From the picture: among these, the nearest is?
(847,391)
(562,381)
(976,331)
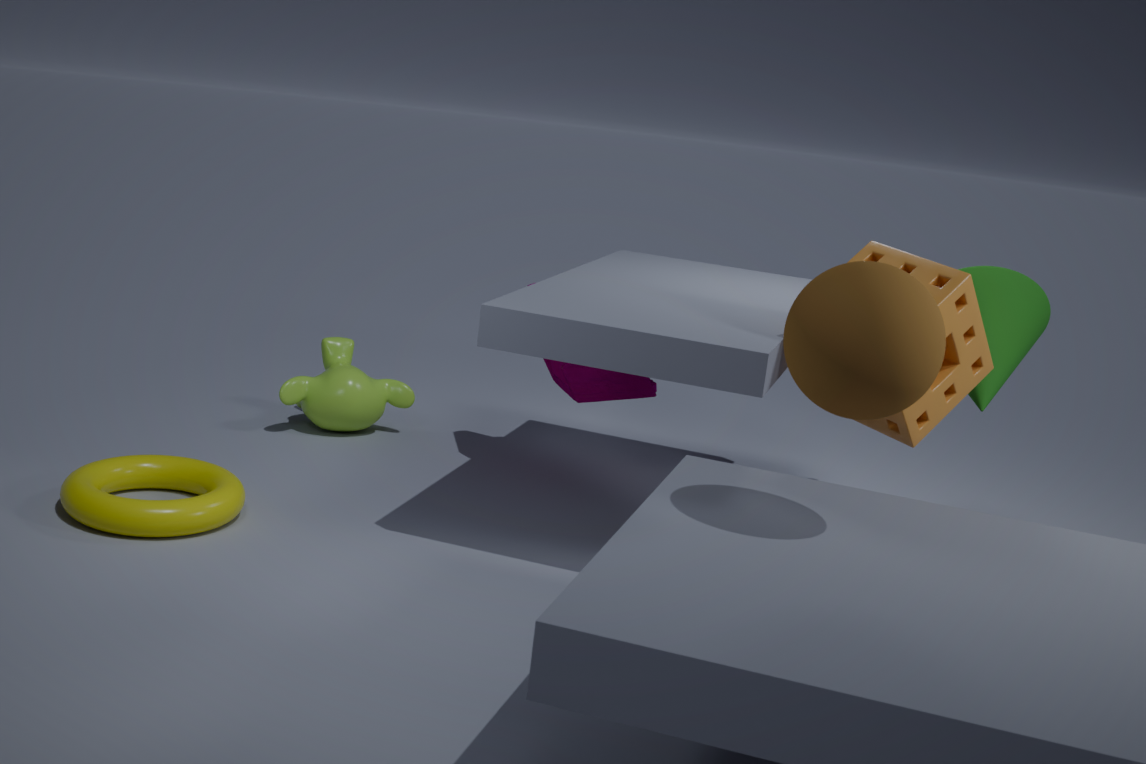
(847,391)
